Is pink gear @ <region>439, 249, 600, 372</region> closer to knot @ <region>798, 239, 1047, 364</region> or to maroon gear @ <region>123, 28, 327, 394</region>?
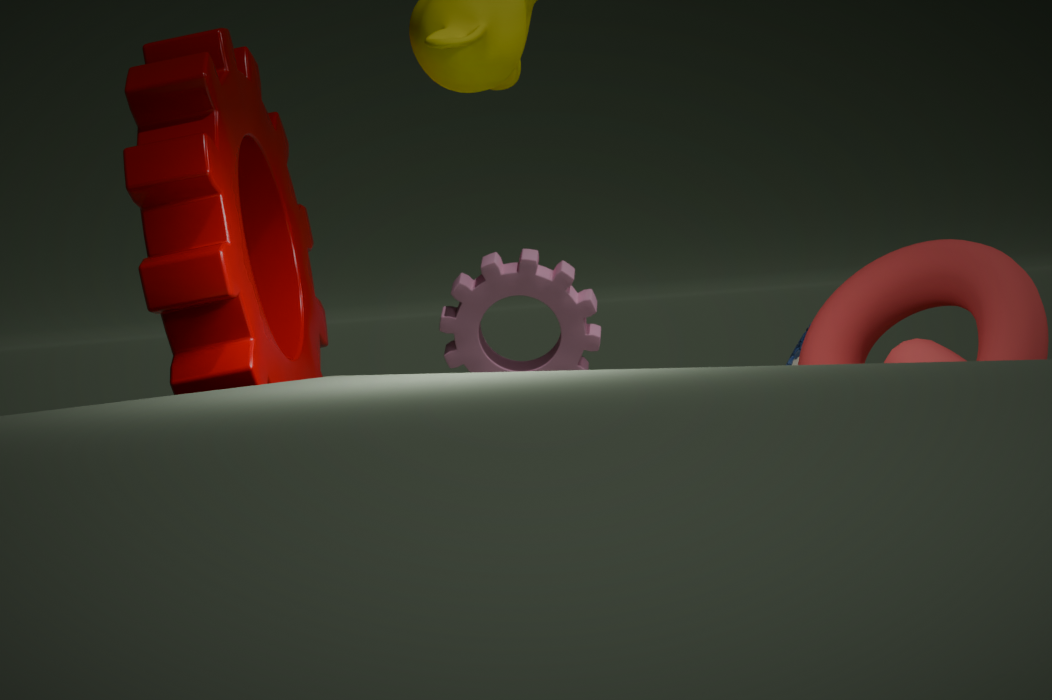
maroon gear @ <region>123, 28, 327, 394</region>
